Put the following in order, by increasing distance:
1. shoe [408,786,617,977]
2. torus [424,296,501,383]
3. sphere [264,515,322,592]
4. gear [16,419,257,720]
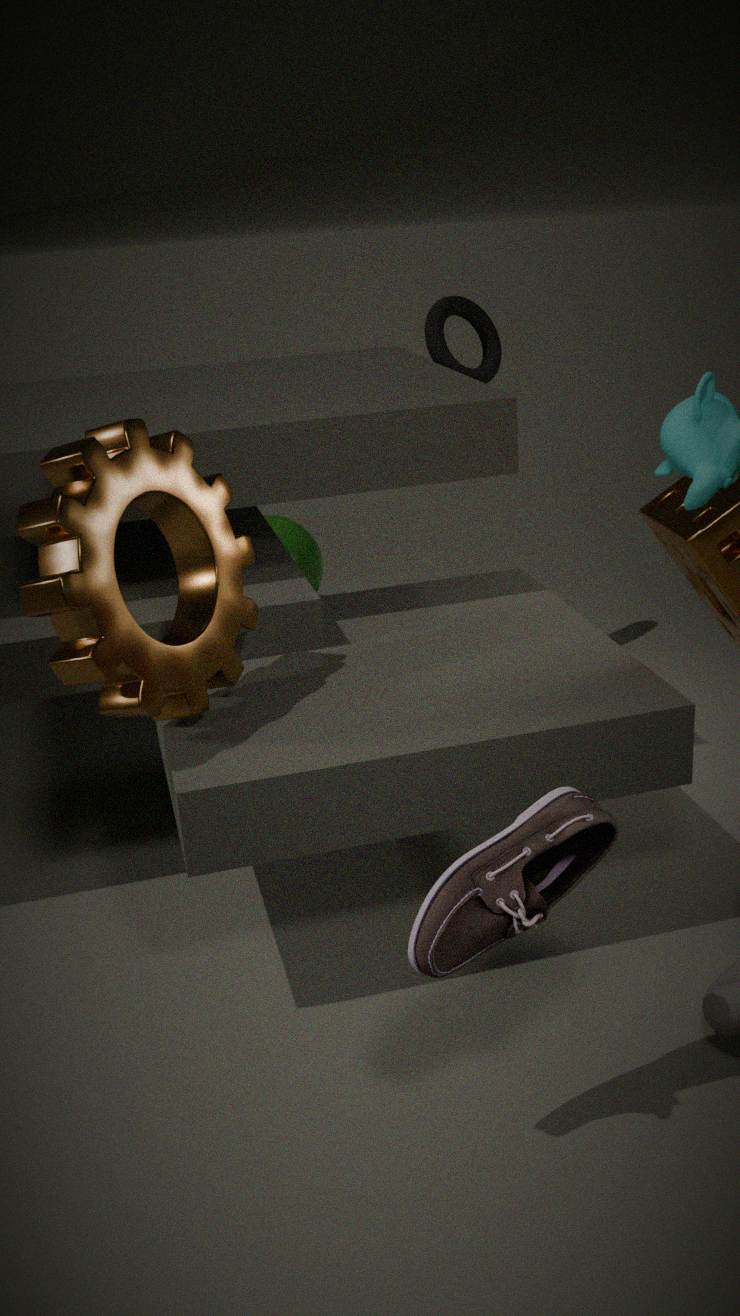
shoe [408,786,617,977] < gear [16,419,257,720] < torus [424,296,501,383] < sphere [264,515,322,592]
